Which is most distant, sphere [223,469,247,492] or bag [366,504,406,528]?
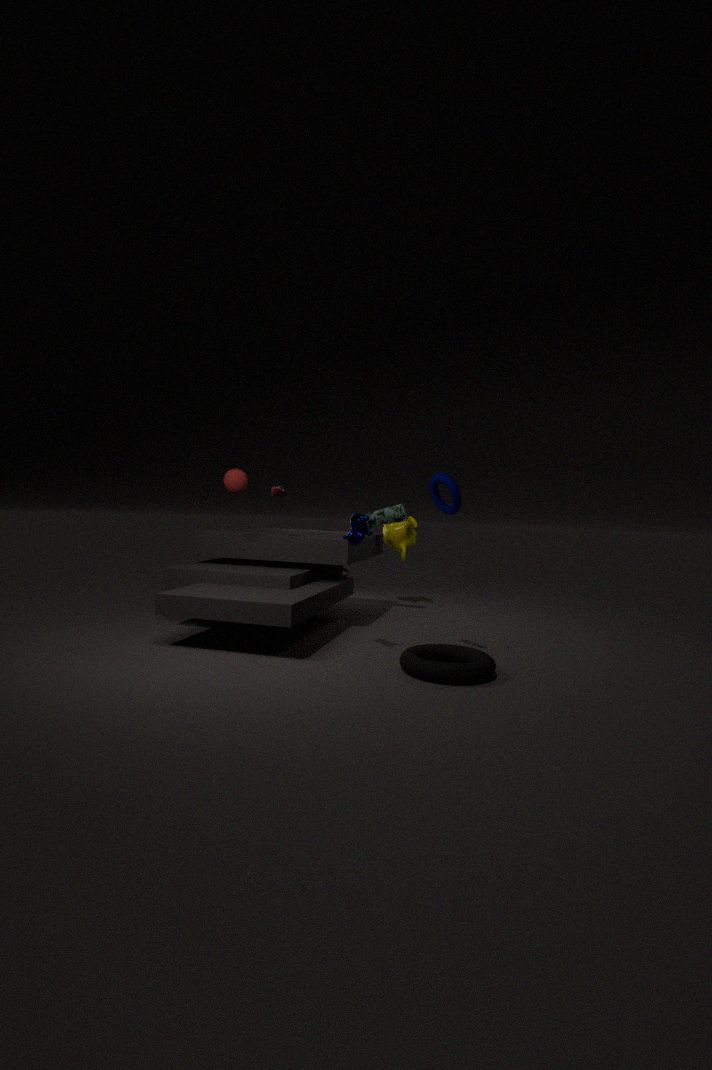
bag [366,504,406,528]
